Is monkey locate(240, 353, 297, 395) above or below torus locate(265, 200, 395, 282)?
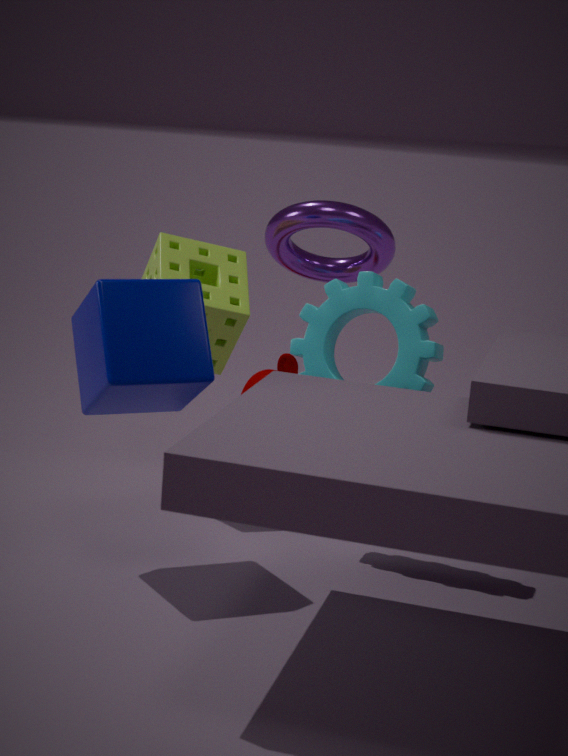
below
